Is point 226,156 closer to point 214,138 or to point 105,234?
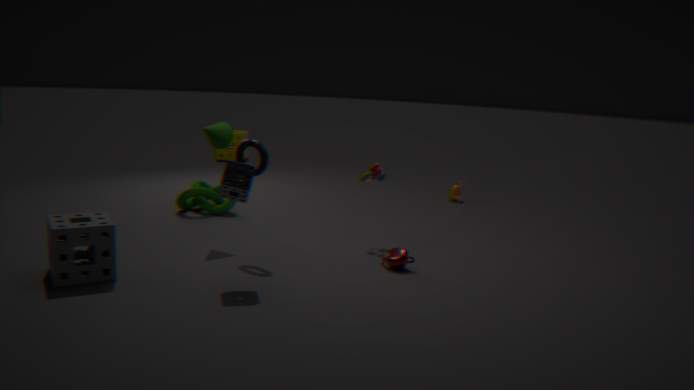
point 214,138
